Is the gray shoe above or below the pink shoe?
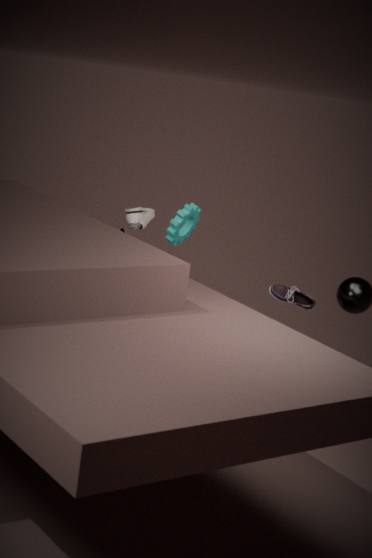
above
